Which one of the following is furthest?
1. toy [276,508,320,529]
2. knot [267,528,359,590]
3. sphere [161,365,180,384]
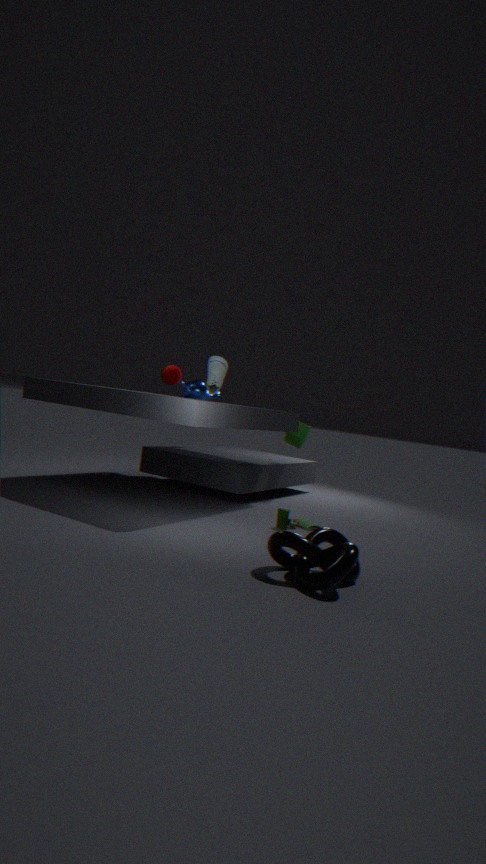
sphere [161,365,180,384]
